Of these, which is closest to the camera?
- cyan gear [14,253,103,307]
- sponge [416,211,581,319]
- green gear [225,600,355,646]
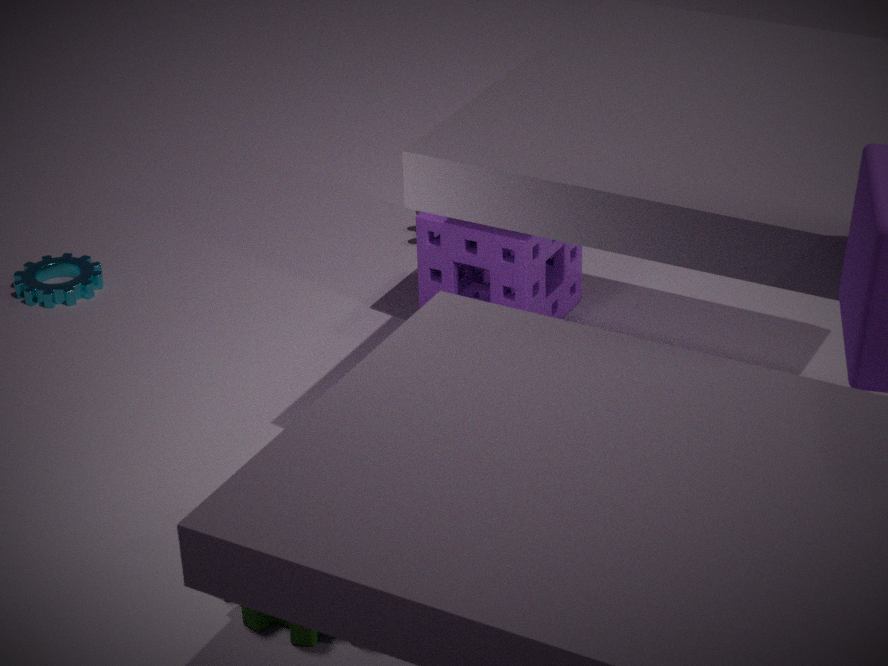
green gear [225,600,355,646]
